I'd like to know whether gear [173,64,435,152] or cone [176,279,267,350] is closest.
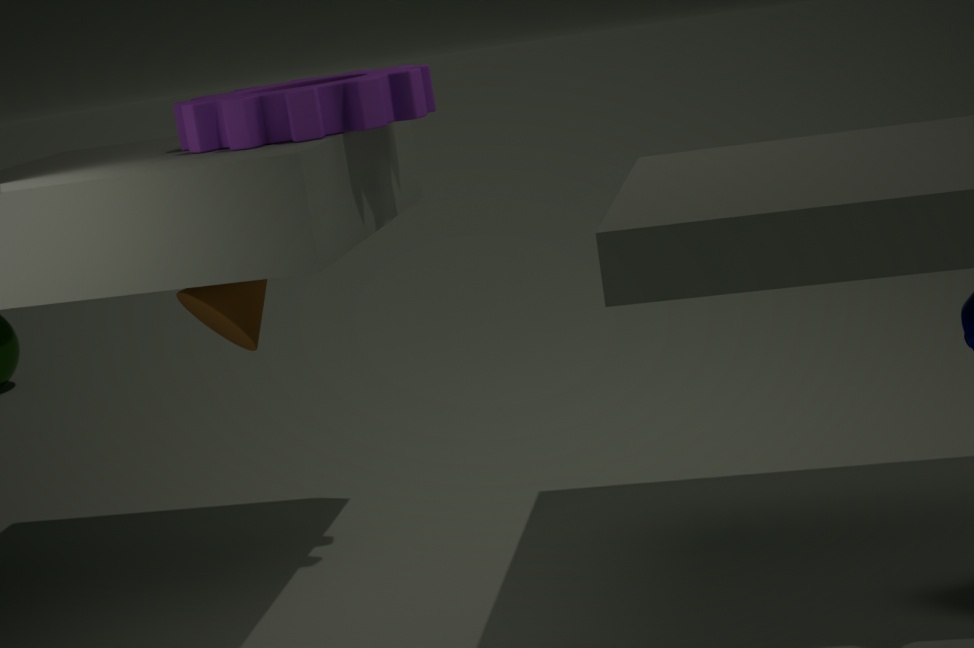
gear [173,64,435,152]
